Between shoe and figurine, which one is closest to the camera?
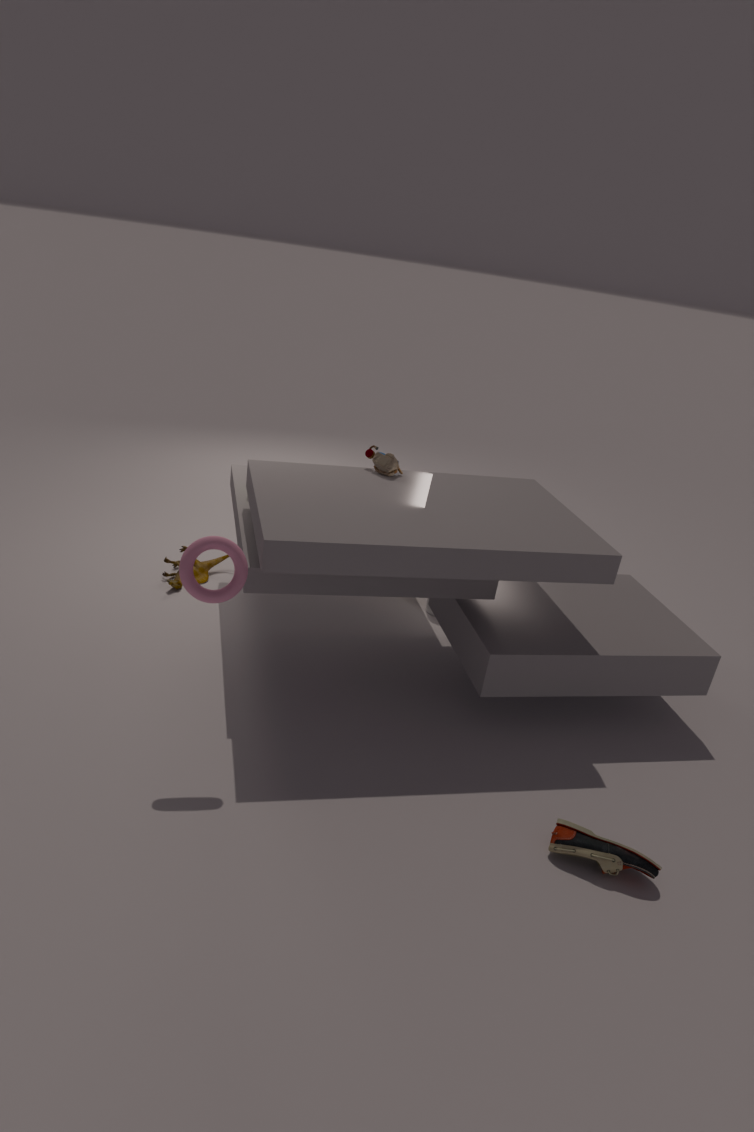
shoe
